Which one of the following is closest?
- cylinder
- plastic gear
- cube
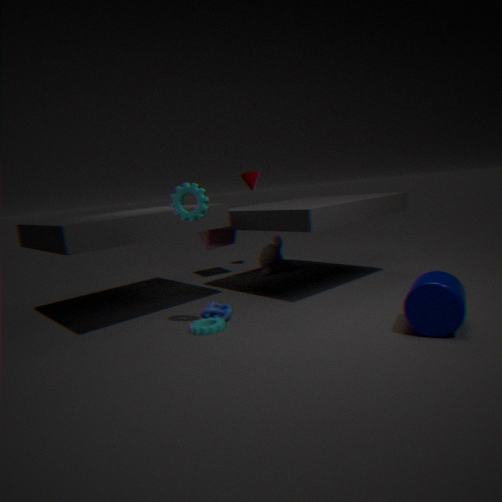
cylinder
